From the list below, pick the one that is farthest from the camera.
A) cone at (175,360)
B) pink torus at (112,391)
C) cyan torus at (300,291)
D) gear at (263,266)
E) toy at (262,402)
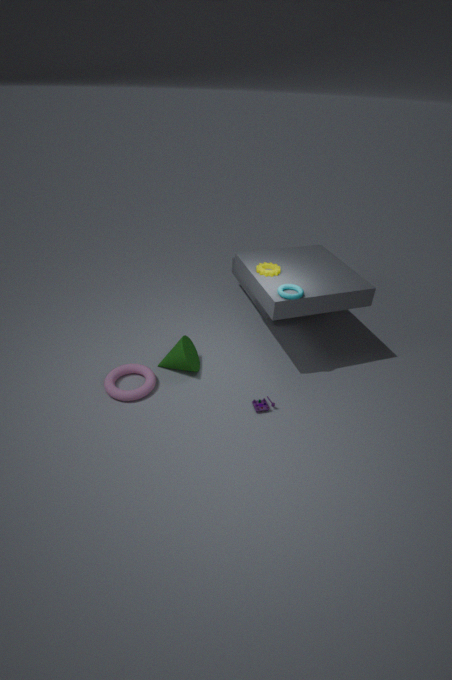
gear at (263,266)
